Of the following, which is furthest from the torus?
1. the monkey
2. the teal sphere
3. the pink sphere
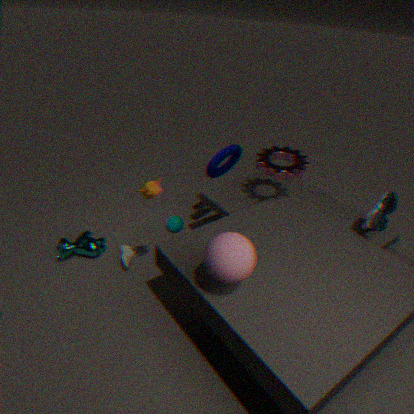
the pink sphere
